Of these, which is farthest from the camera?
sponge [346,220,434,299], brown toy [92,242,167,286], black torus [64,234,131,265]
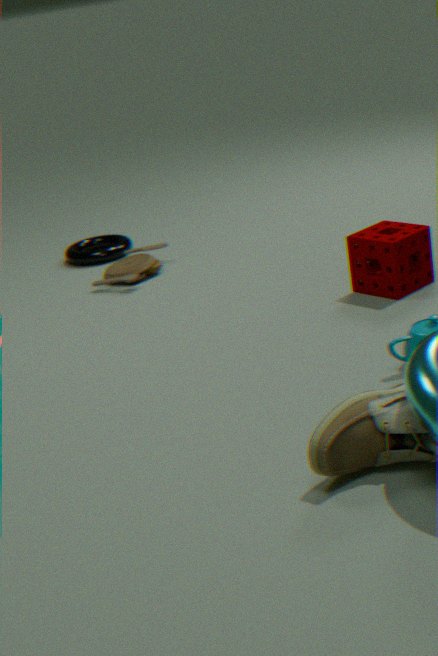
black torus [64,234,131,265]
